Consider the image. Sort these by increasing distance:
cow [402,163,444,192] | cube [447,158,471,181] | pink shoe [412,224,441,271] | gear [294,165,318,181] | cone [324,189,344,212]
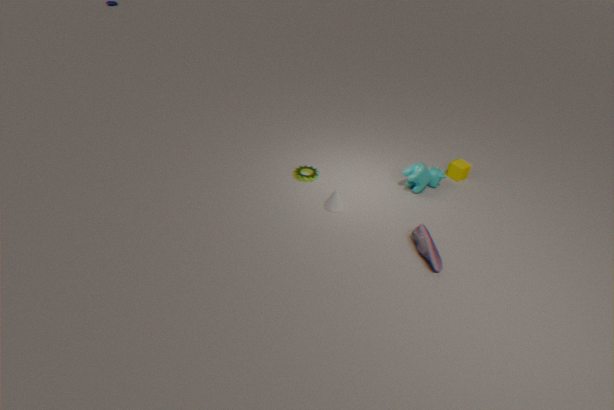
pink shoe [412,224,441,271]
cone [324,189,344,212]
cow [402,163,444,192]
gear [294,165,318,181]
cube [447,158,471,181]
